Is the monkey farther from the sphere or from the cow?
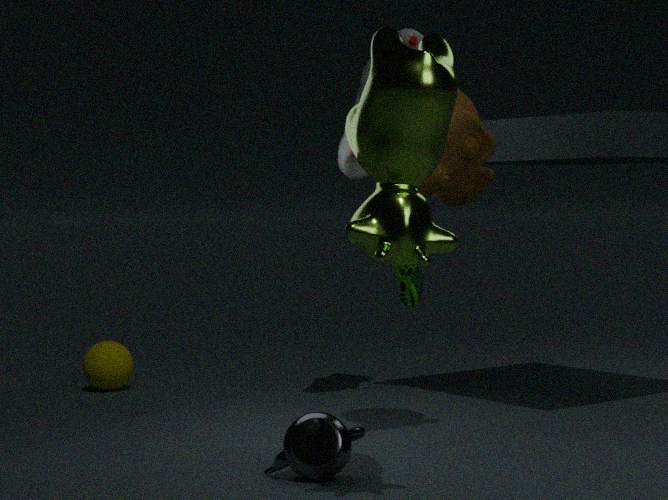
the sphere
